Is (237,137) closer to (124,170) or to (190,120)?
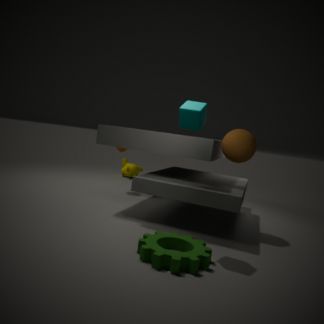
(190,120)
